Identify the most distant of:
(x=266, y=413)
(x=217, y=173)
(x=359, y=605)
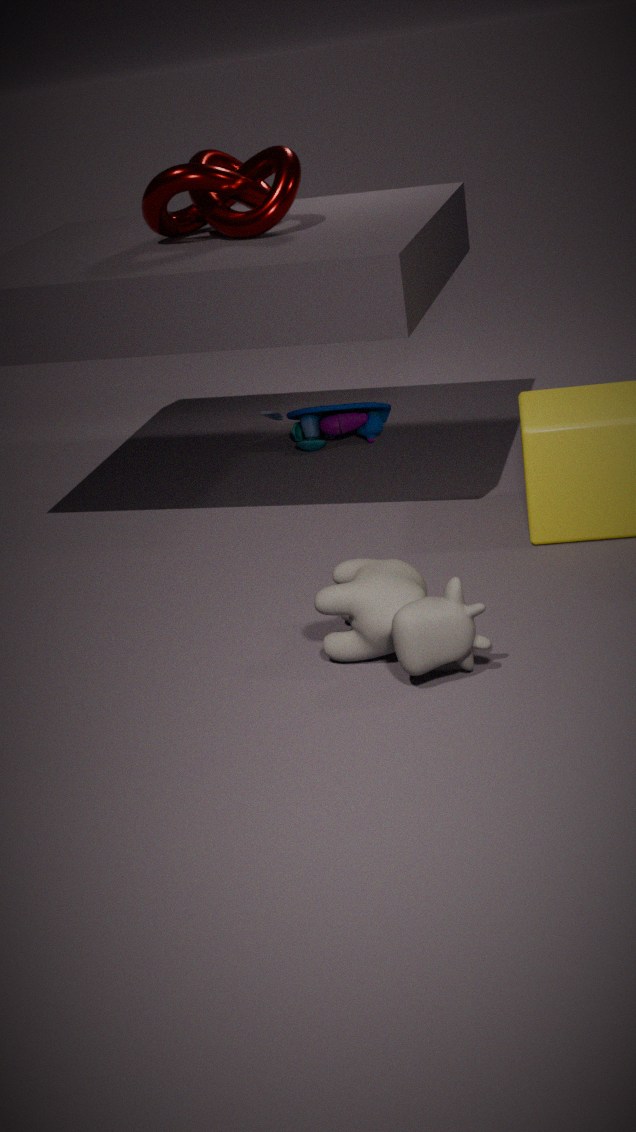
(x=266, y=413)
